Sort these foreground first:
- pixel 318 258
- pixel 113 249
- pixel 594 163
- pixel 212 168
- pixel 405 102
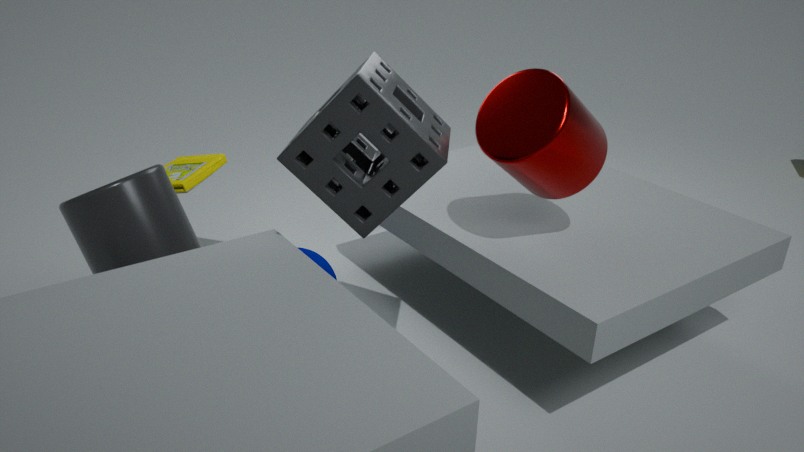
pixel 405 102
pixel 113 249
pixel 594 163
pixel 318 258
pixel 212 168
